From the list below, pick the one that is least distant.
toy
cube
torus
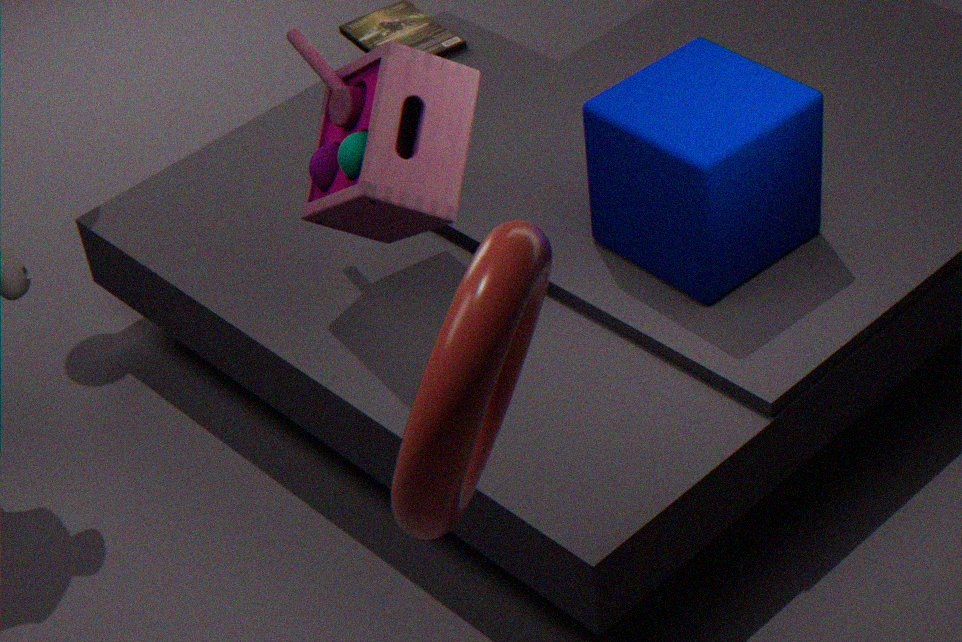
torus
